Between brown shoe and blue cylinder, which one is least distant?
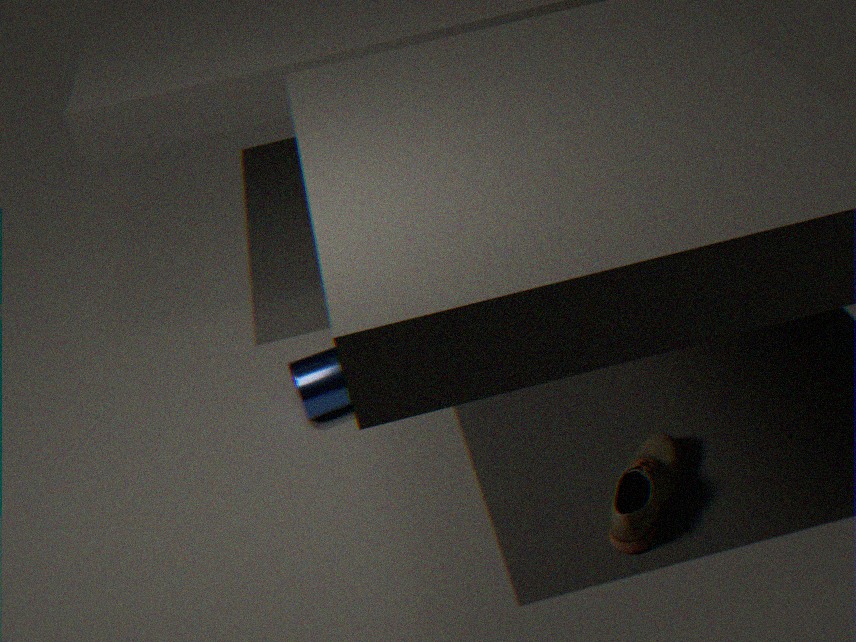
brown shoe
